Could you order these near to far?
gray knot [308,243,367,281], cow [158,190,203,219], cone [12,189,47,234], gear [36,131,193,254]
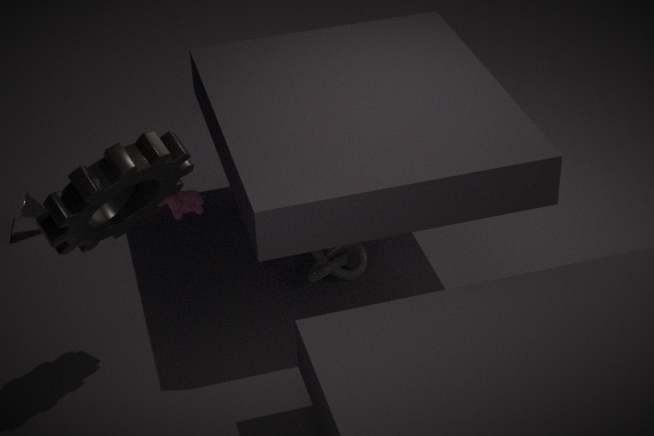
gear [36,131,193,254]
gray knot [308,243,367,281]
cone [12,189,47,234]
cow [158,190,203,219]
